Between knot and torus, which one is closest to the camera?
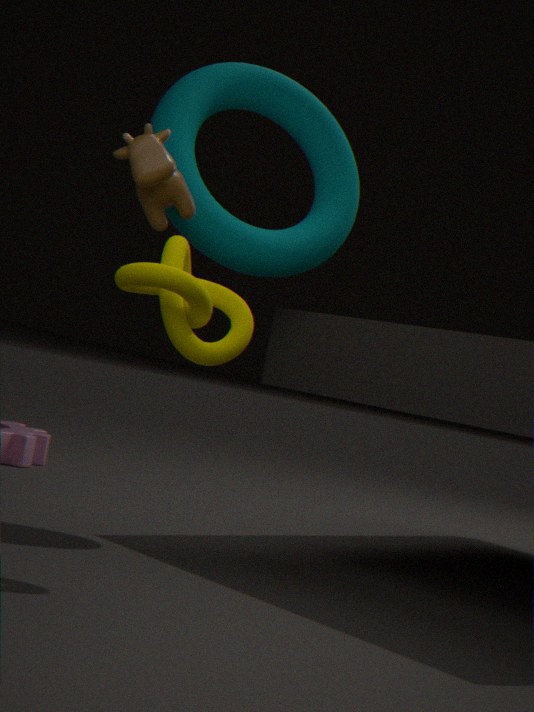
knot
